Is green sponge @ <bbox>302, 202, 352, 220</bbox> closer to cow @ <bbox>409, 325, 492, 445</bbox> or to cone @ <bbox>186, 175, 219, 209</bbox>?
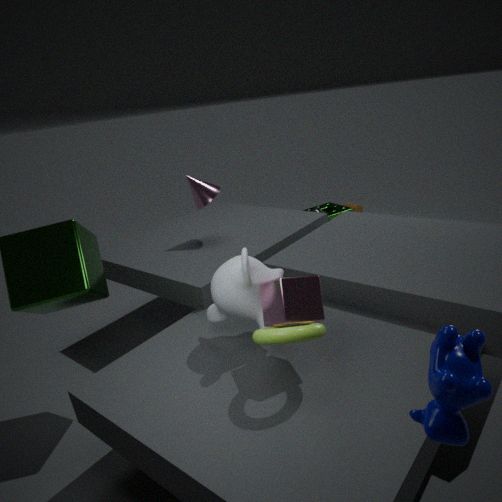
cone @ <bbox>186, 175, 219, 209</bbox>
